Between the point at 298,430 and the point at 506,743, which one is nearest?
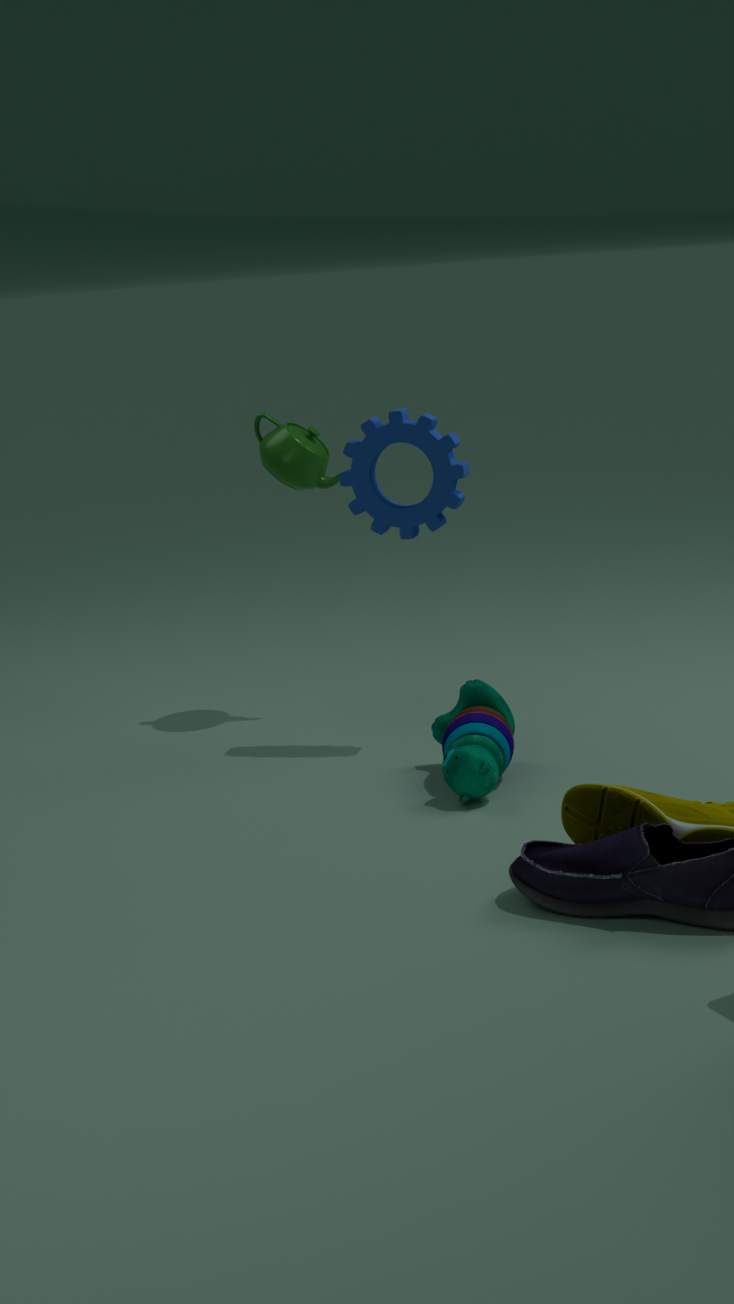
the point at 506,743
